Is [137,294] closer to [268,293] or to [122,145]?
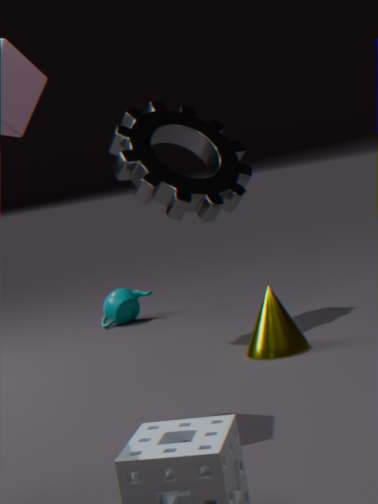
[122,145]
